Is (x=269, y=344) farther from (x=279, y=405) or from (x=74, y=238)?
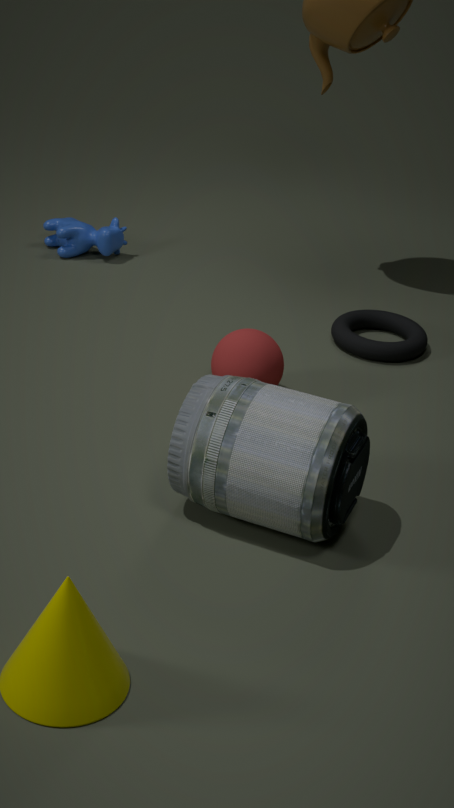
(x=74, y=238)
